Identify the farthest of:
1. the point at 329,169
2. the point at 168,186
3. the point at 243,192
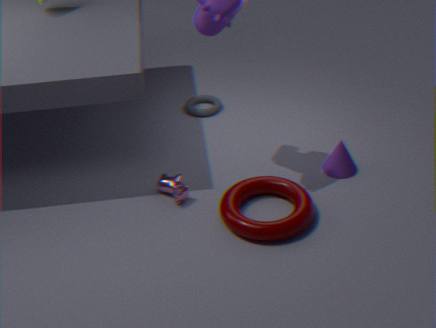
the point at 329,169
